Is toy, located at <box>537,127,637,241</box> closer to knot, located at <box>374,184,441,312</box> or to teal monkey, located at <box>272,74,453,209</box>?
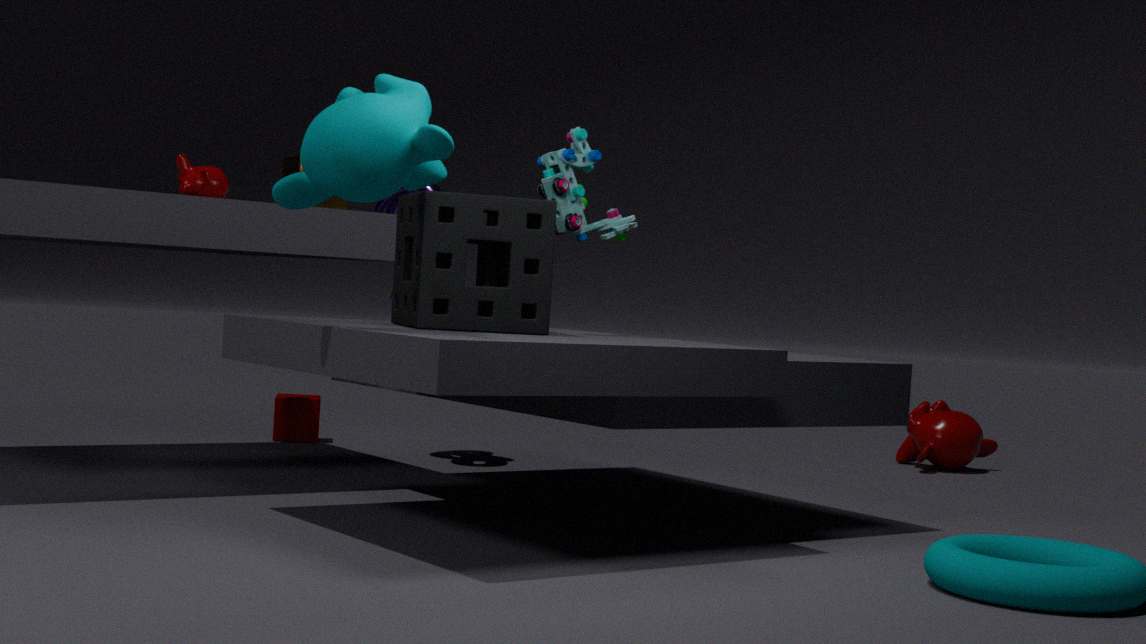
teal monkey, located at <box>272,74,453,209</box>
